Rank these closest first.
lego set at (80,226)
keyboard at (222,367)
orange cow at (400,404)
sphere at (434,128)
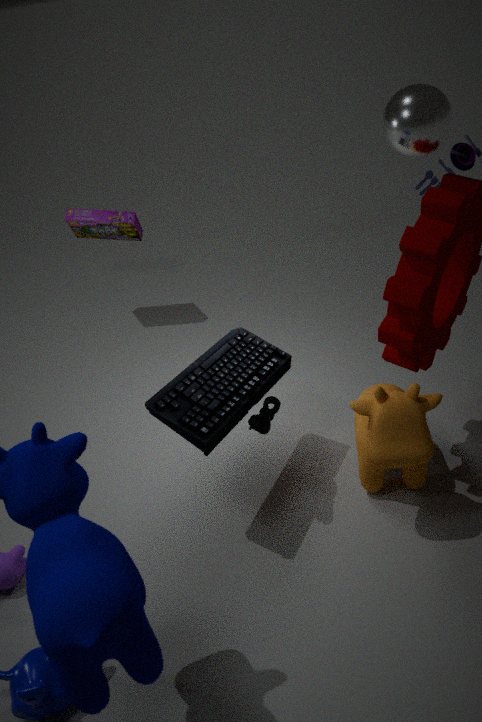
sphere at (434,128) → orange cow at (400,404) → keyboard at (222,367) → lego set at (80,226)
